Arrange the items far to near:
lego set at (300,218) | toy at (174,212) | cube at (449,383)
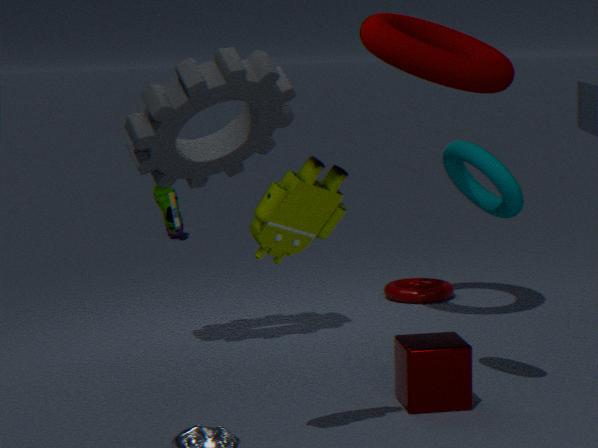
toy at (174,212)
cube at (449,383)
lego set at (300,218)
